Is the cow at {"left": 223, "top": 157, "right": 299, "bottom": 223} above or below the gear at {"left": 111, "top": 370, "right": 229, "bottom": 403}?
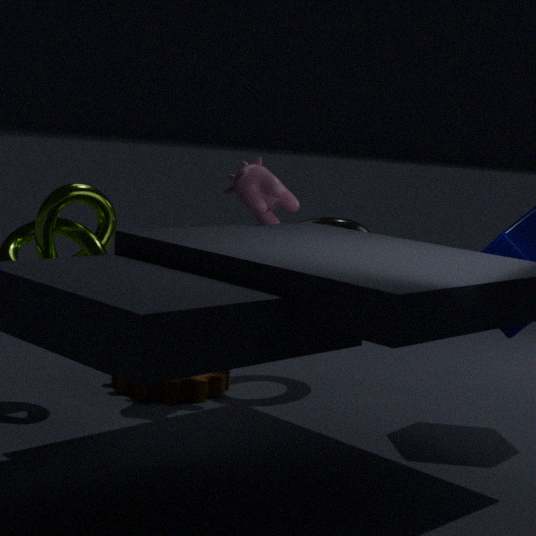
above
